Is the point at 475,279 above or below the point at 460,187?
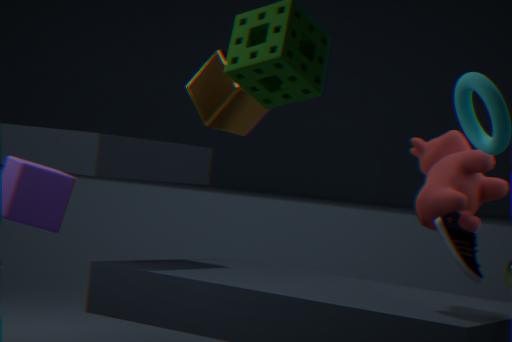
below
